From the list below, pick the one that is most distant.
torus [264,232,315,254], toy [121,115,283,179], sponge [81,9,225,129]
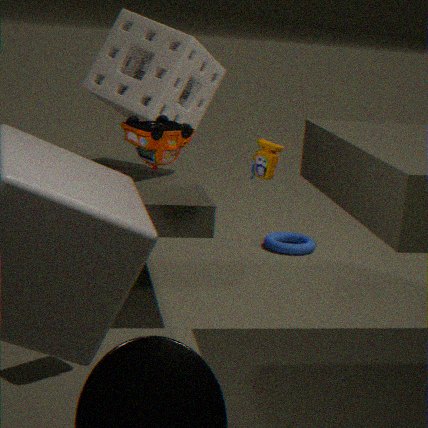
torus [264,232,315,254]
